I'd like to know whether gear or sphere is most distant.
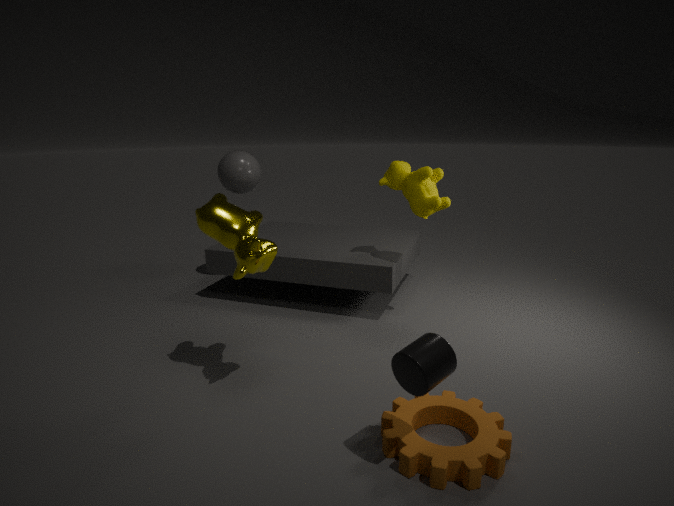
sphere
